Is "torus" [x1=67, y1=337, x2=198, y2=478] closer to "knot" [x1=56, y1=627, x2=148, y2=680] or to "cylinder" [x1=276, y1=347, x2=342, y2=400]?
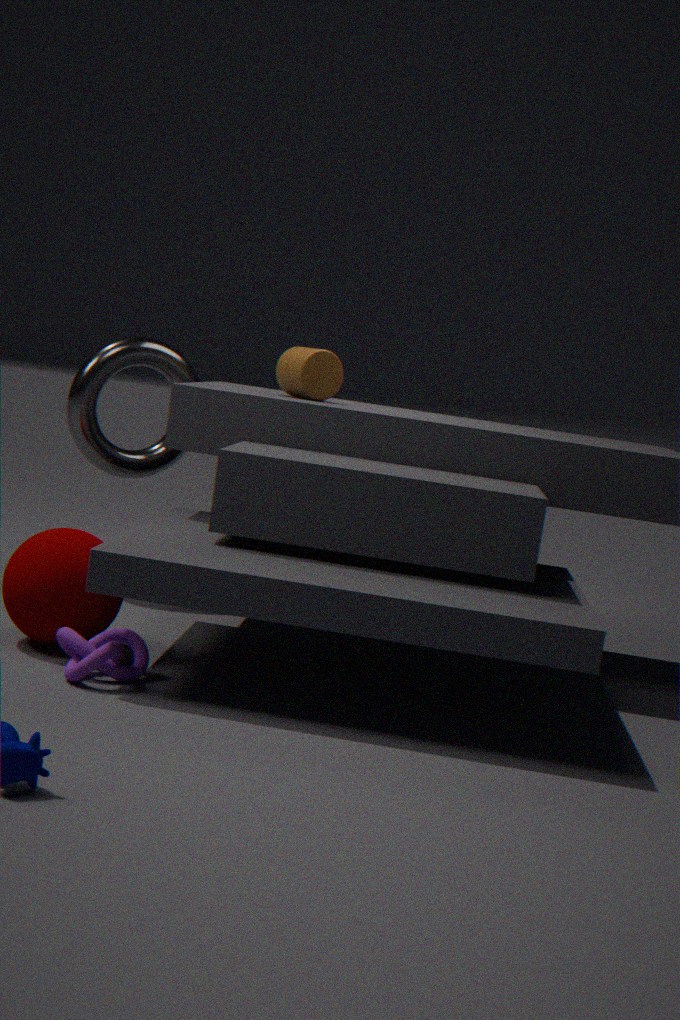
"cylinder" [x1=276, y1=347, x2=342, y2=400]
